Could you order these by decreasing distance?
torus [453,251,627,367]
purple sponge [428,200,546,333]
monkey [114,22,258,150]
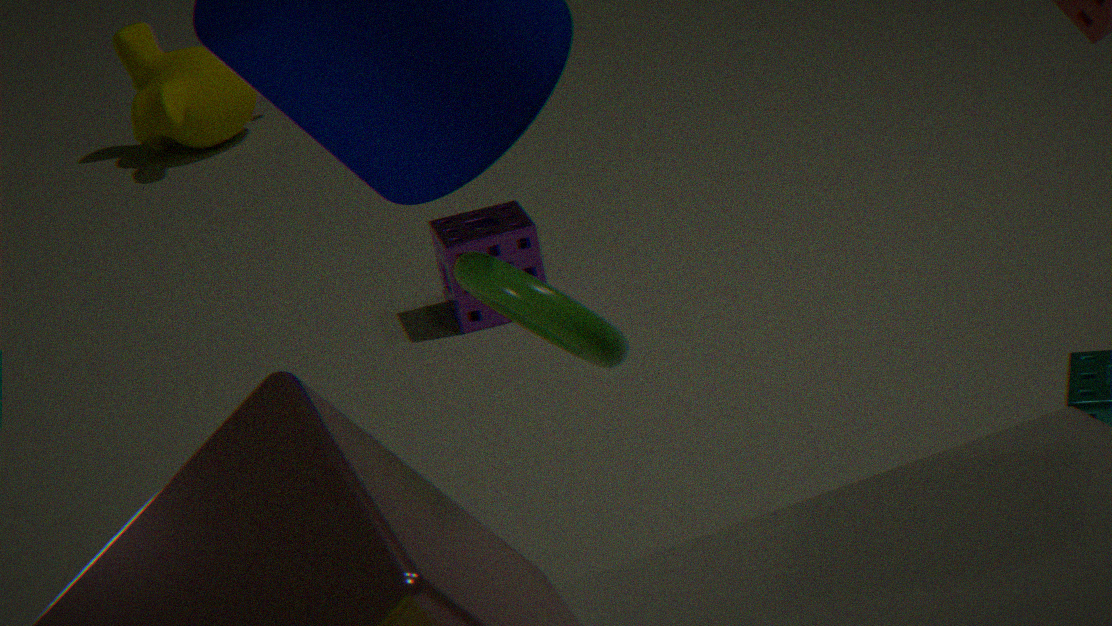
monkey [114,22,258,150]
purple sponge [428,200,546,333]
torus [453,251,627,367]
